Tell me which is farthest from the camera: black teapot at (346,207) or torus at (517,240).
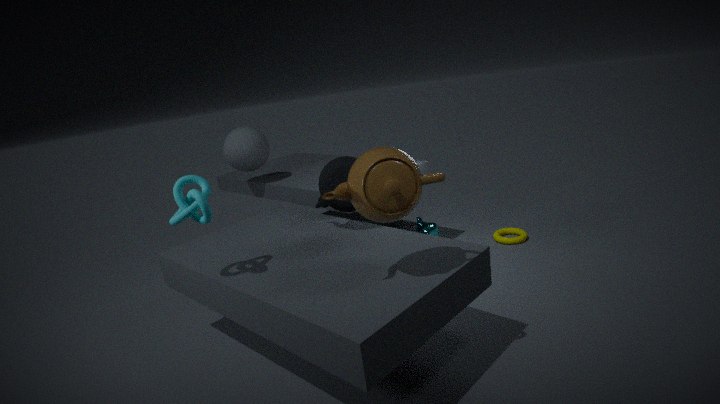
torus at (517,240)
